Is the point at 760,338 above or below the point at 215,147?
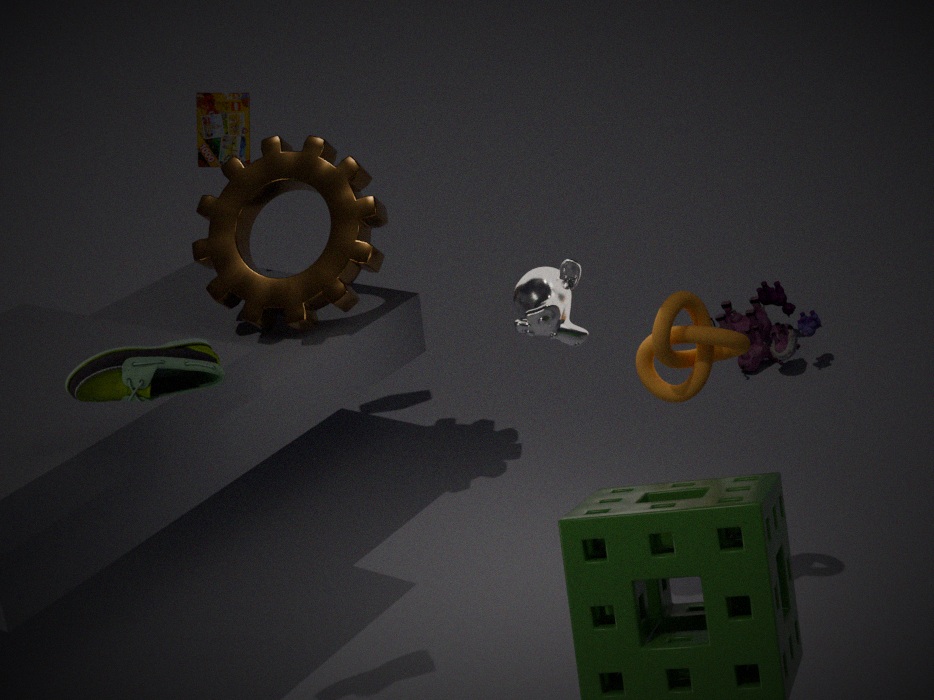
below
